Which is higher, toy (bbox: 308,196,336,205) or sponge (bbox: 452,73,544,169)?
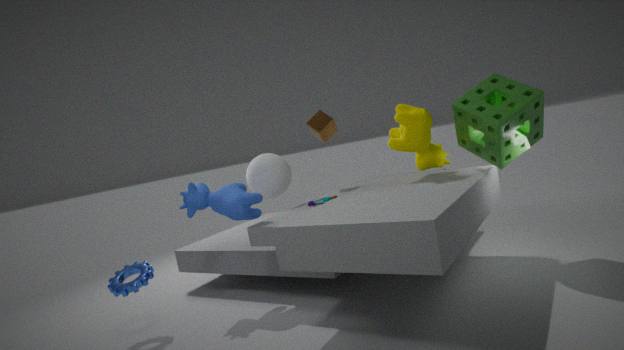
sponge (bbox: 452,73,544,169)
